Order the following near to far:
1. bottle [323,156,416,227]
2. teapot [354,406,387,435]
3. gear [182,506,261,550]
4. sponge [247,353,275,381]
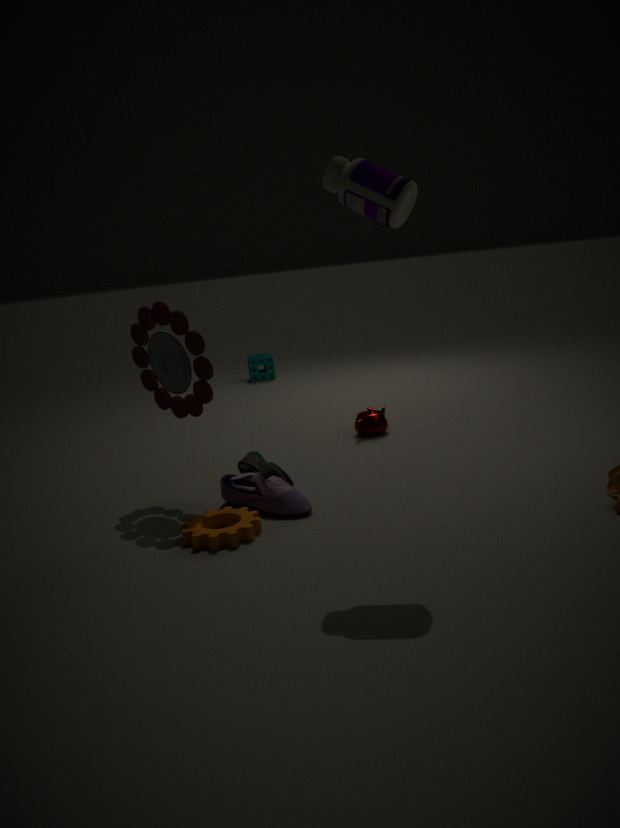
bottle [323,156,416,227]
gear [182,506,261,550]
teapot [354,406,387,435]
sponge [247,353,275,381]
